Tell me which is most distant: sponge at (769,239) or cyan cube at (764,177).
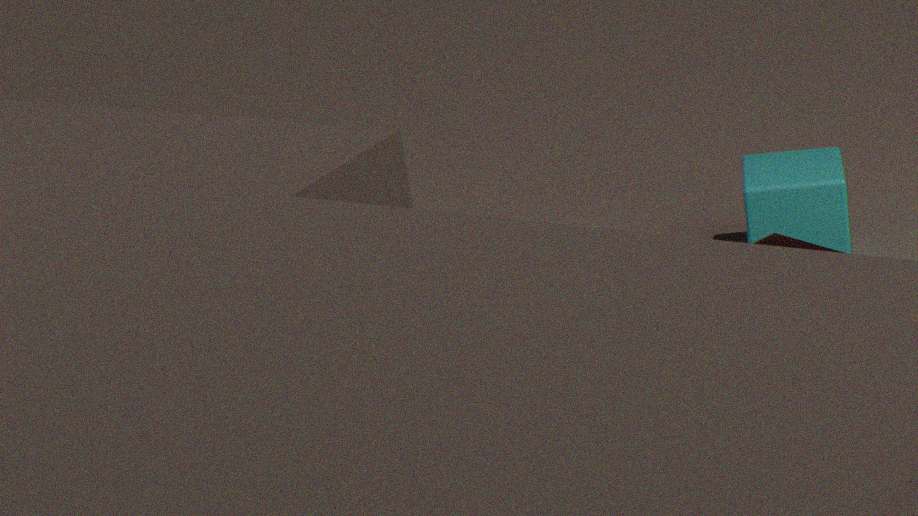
cyan cube at (764,177)
